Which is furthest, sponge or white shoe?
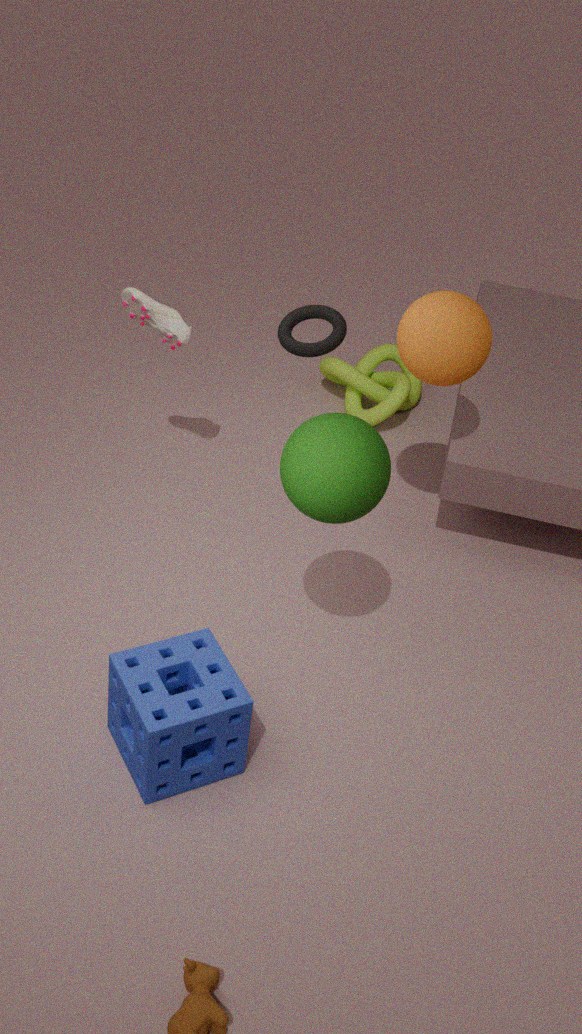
white shoe
